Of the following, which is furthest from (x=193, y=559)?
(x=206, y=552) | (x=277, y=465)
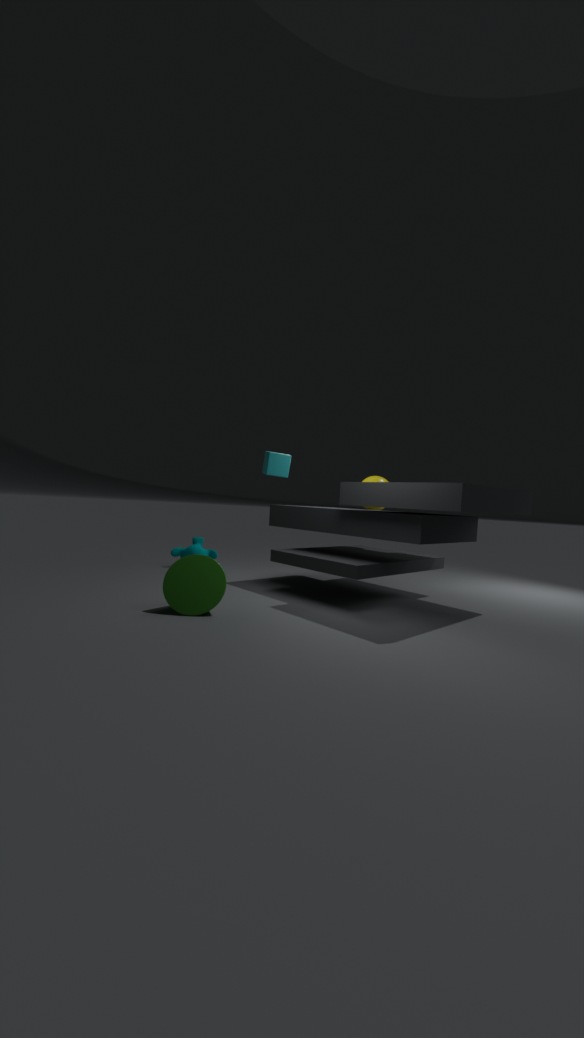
(x=206, y=552)
